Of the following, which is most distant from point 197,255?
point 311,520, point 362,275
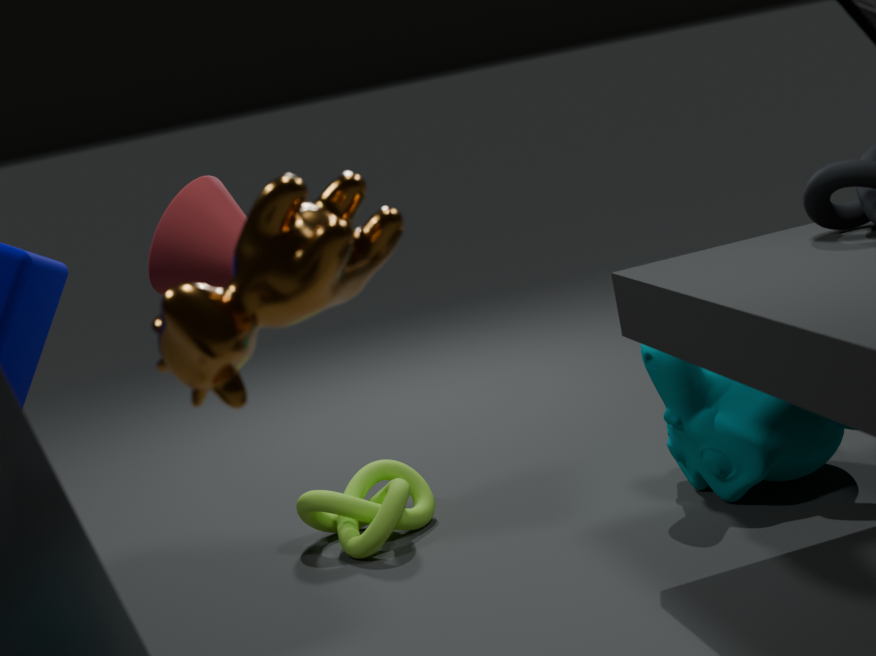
point 362,275
